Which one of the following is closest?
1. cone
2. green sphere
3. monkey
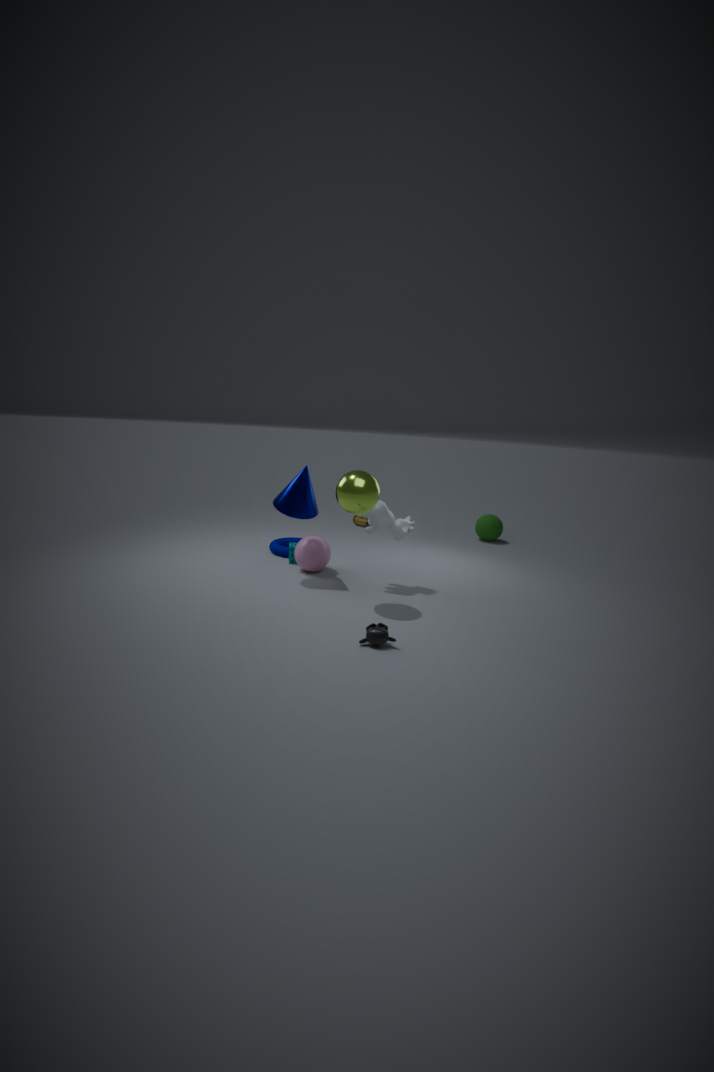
monkey
